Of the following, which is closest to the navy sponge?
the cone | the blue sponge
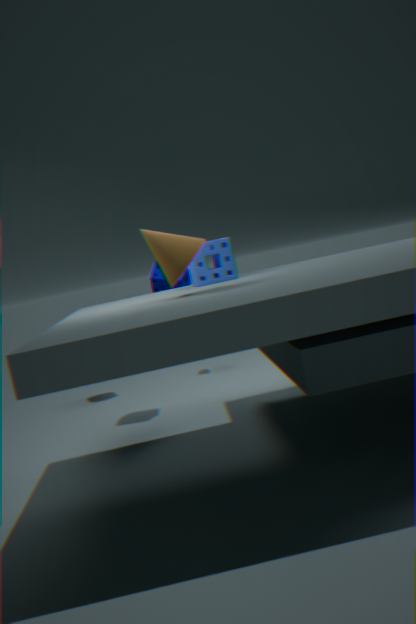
the blue sponge
